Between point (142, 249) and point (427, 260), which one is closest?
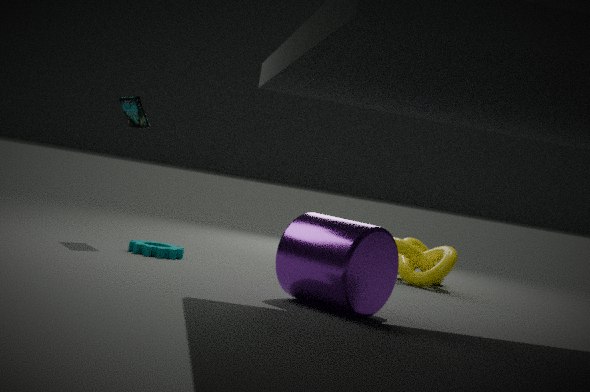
point (142, 249)
